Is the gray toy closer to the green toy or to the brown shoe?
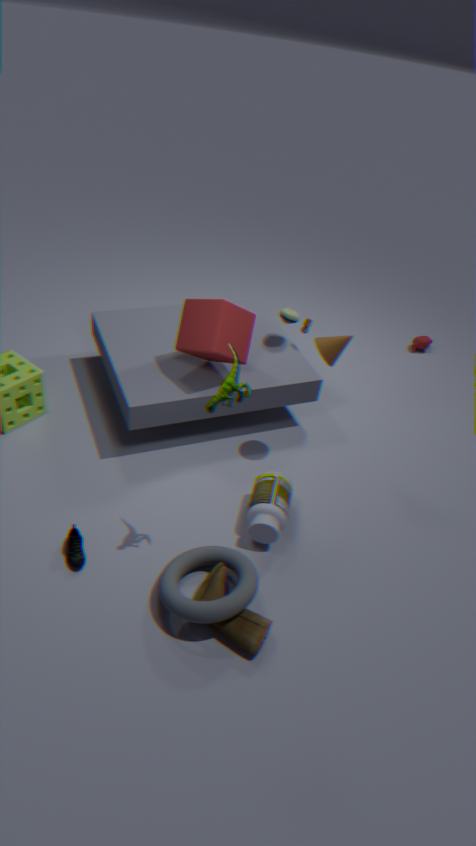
the green toy
